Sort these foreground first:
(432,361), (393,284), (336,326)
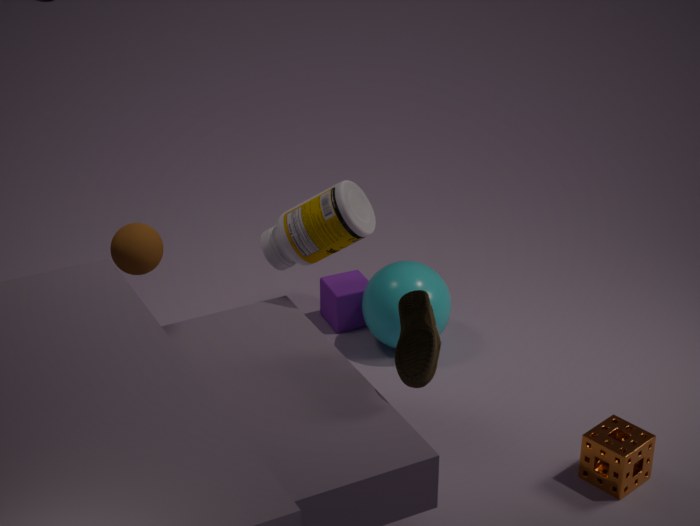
A: (432,361) < (393,284) < (336,326)
